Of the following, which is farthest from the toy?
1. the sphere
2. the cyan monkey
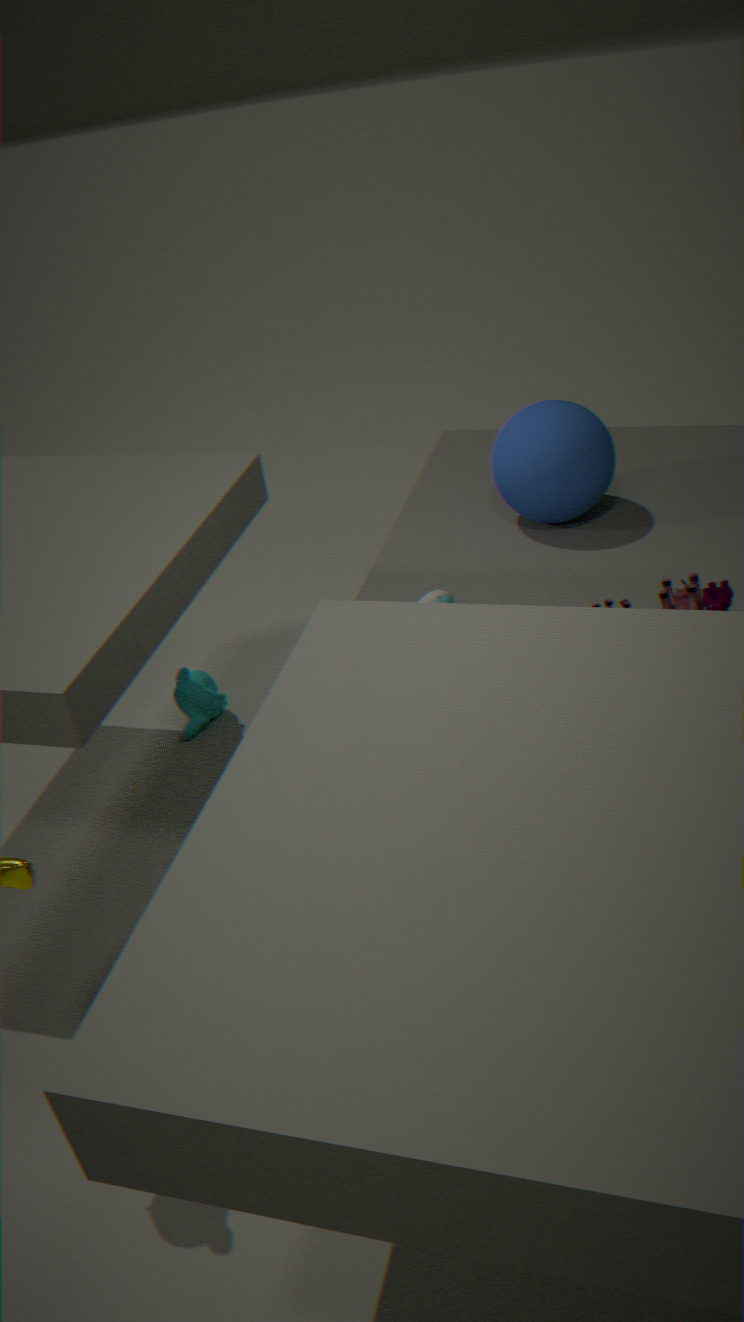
the cyan monkey
